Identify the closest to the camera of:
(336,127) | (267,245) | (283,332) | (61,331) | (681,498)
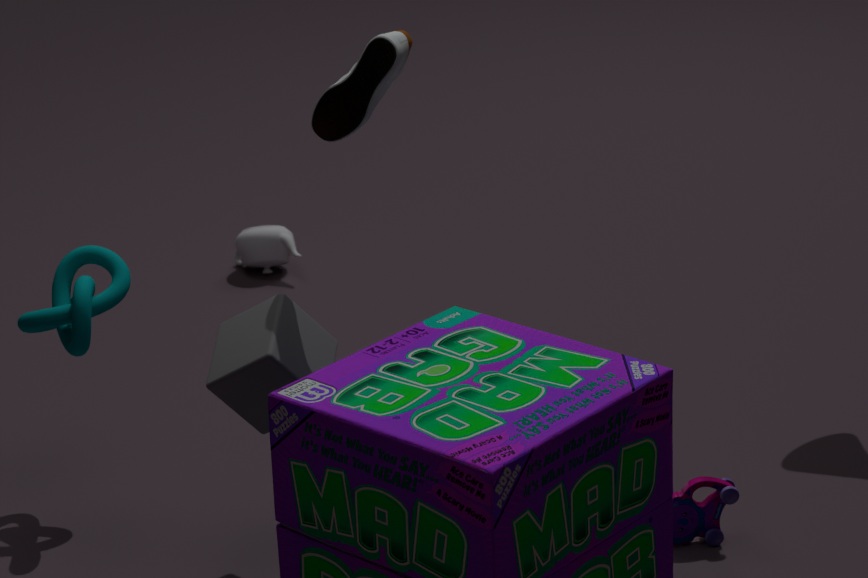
(283,332)
